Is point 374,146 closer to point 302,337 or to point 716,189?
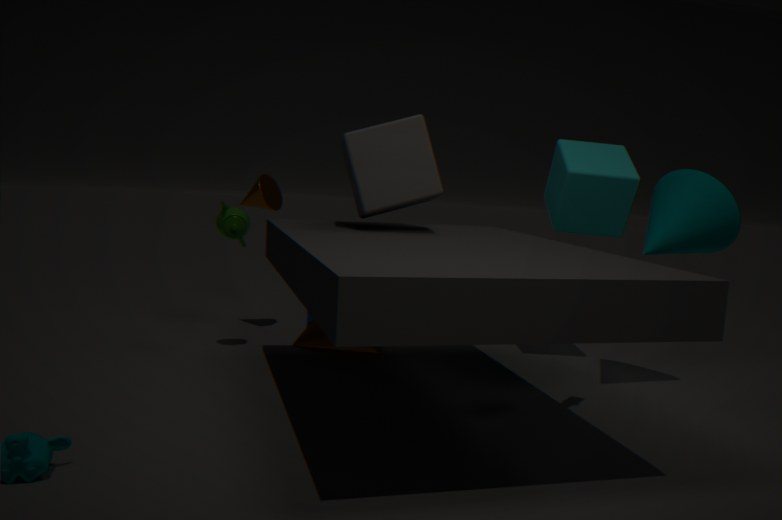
point 302,337
